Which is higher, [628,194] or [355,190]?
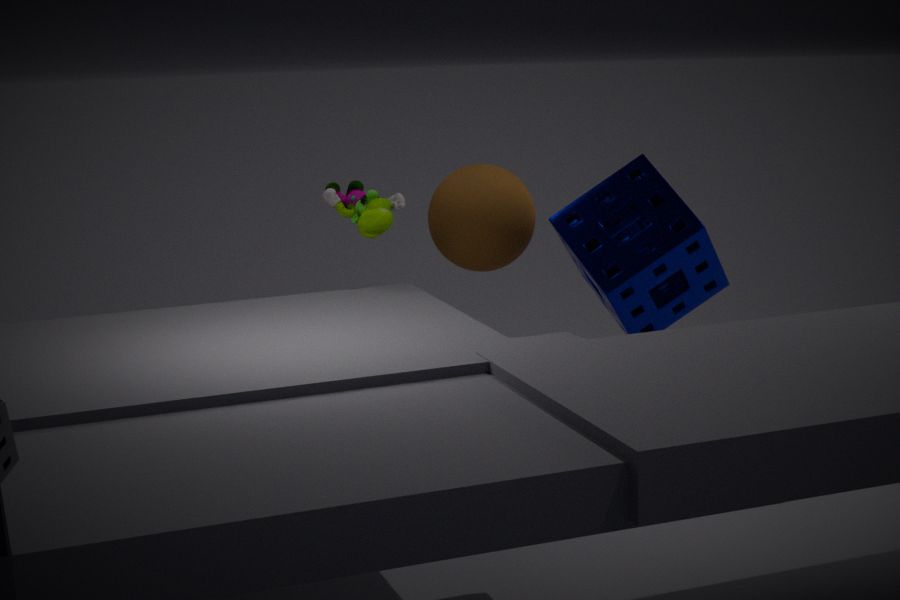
[355,190]
